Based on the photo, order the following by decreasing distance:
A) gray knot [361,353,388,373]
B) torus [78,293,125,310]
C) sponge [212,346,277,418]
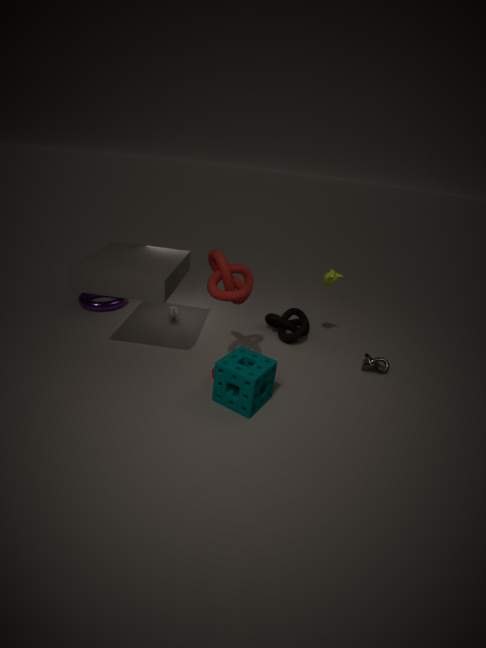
torus [78,293,125,310] → gray knot [361,353,388,373] → sponge [212,346,277,418]
